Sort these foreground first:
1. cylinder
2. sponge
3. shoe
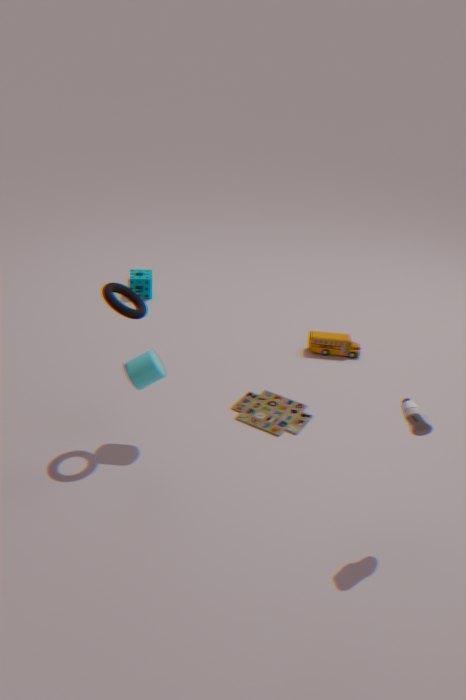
shoe → cylinder → sponge
